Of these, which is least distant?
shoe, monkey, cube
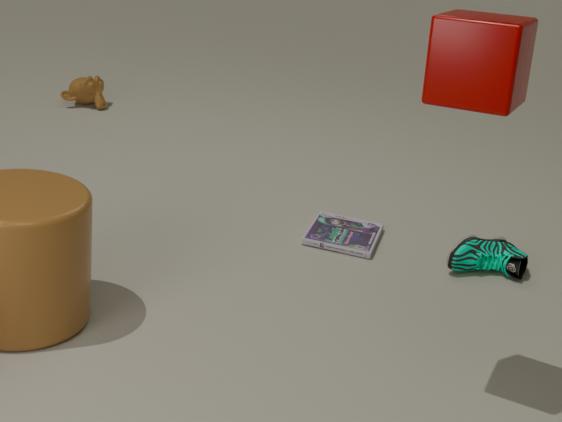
cube
